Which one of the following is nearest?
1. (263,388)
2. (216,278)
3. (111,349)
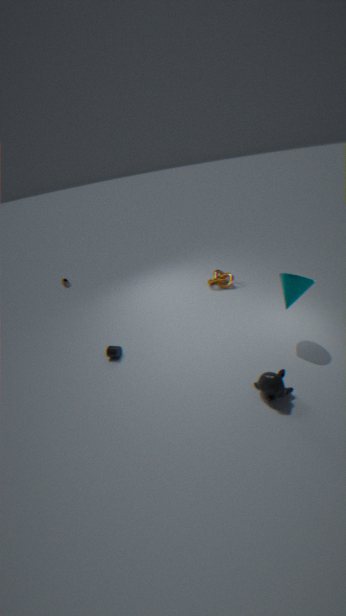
Answer: (263,388)
